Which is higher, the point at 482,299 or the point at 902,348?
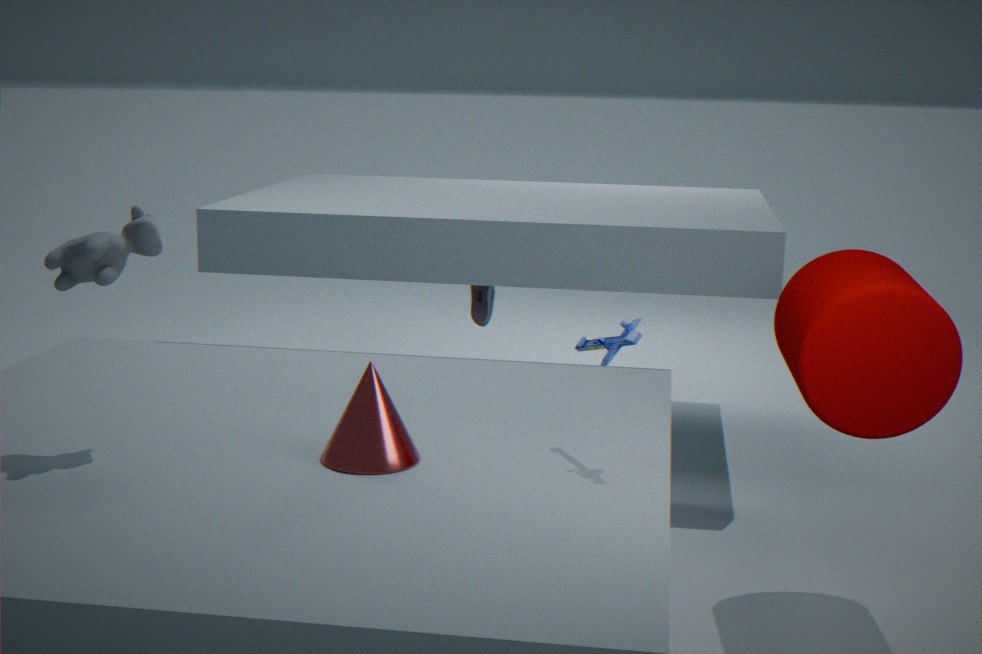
the point at 902,348
